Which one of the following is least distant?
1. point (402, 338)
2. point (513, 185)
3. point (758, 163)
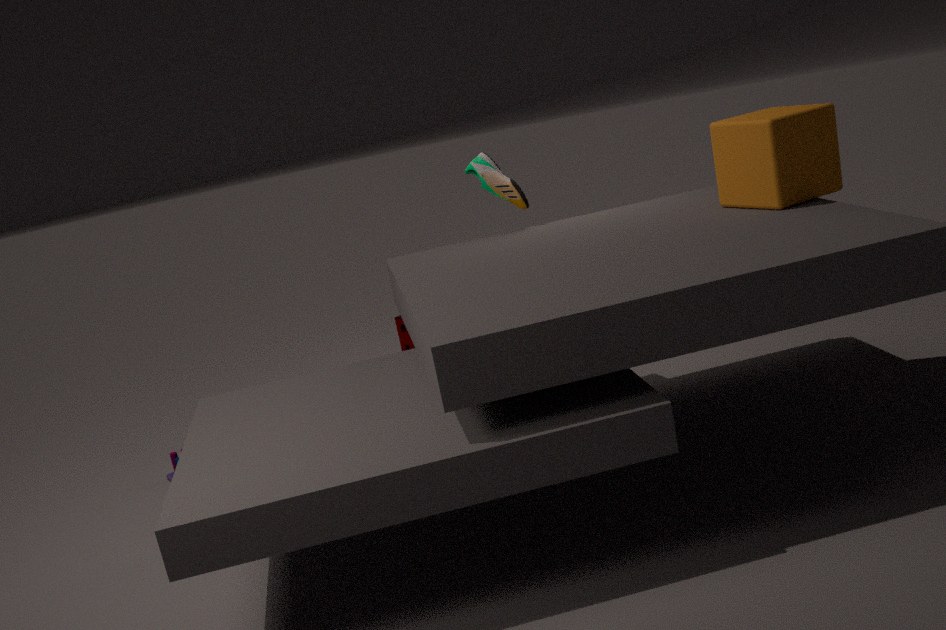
point (758, 163)
